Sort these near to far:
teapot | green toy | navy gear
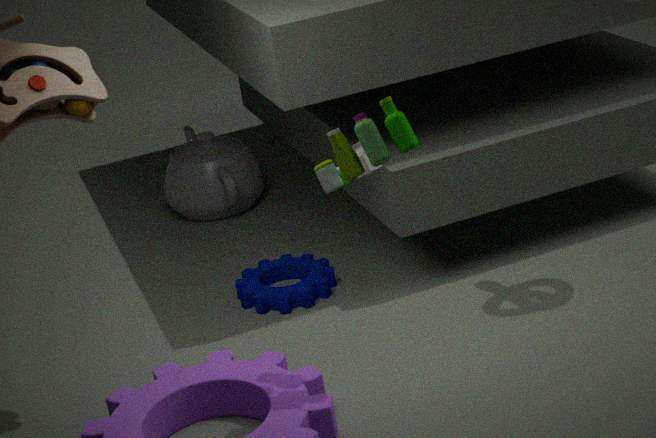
green toy → navy gear → teapot
